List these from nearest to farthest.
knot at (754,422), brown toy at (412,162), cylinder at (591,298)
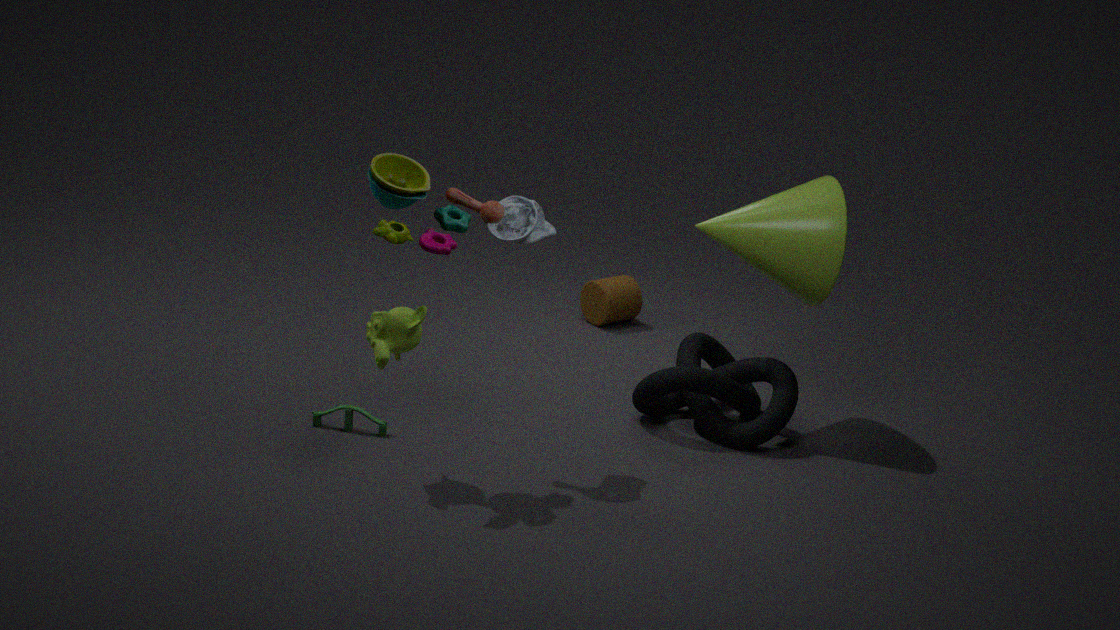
brown toy at (412,162) → knot at (754,422) → cylinder at (591,298)
